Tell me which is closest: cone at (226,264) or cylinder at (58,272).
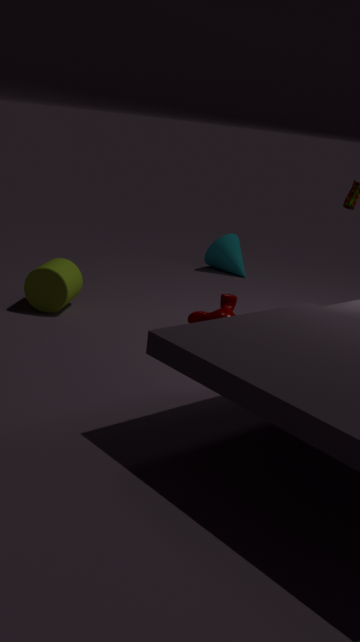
cylinder at (58,272)
